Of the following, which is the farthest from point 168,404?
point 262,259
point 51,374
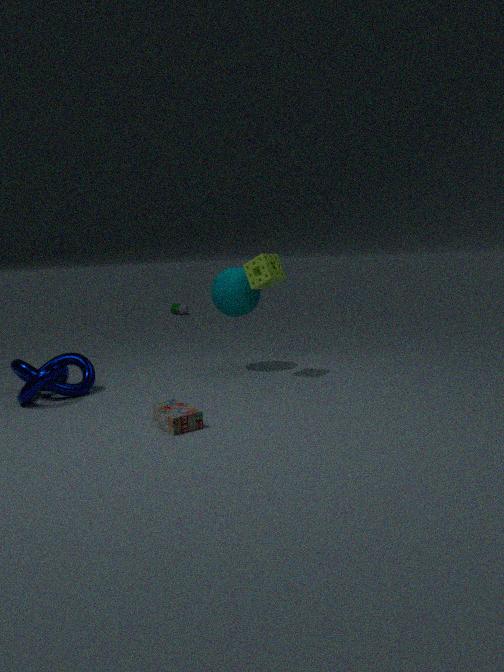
point 262,259
